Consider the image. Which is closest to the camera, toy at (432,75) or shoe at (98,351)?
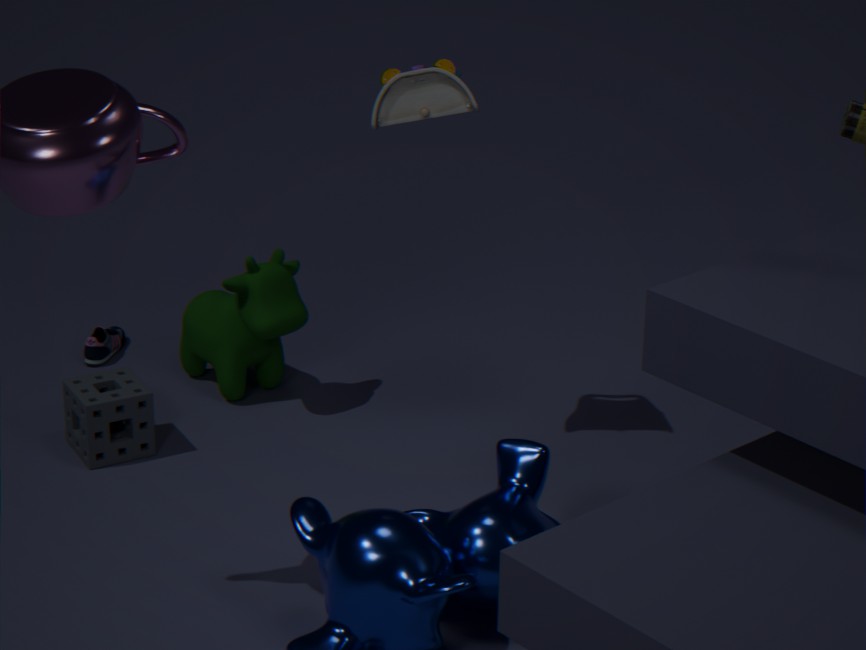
toy at (432,75)
